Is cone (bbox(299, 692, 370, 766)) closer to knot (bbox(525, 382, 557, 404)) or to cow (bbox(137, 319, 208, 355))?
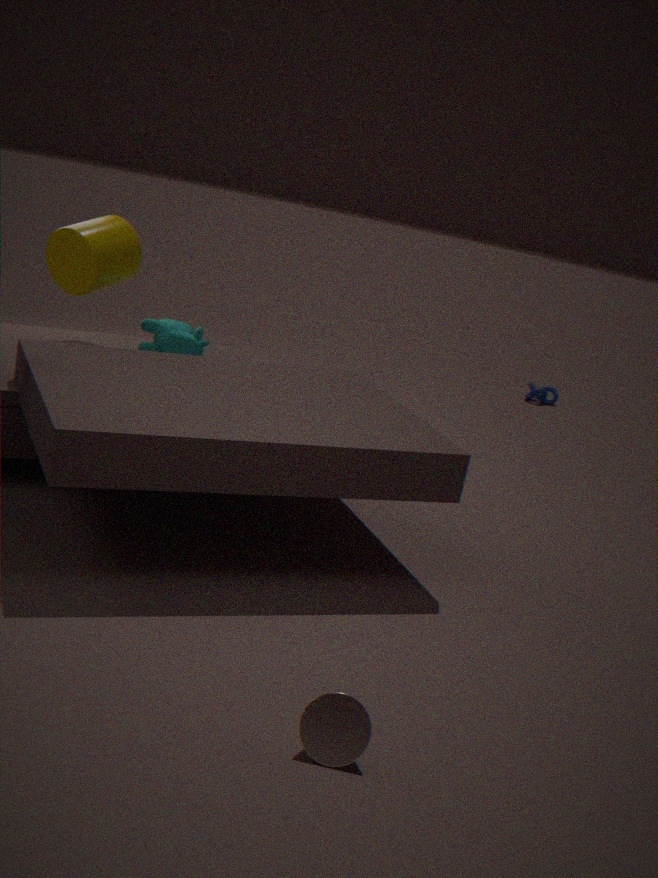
cow (bbox(137, 319, 208, 355))
